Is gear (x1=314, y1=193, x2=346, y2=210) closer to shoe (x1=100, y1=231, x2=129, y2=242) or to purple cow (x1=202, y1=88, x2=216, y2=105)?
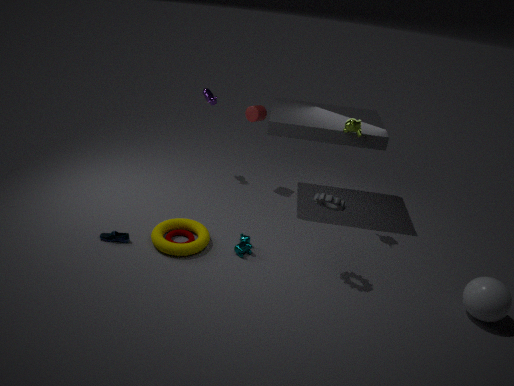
shoe (x1=100, y1=231, x2=129, y2=242)
